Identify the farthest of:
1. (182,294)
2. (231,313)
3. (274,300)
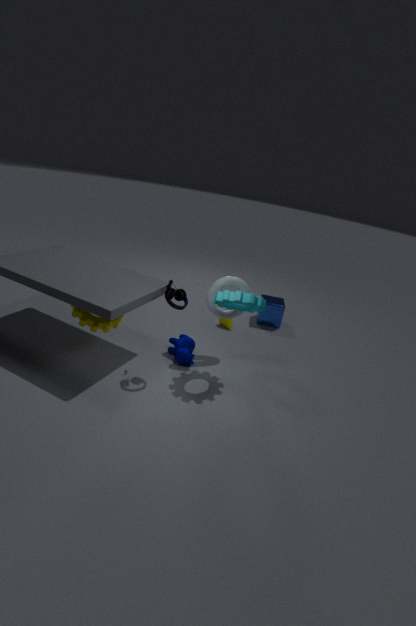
(274,300)
